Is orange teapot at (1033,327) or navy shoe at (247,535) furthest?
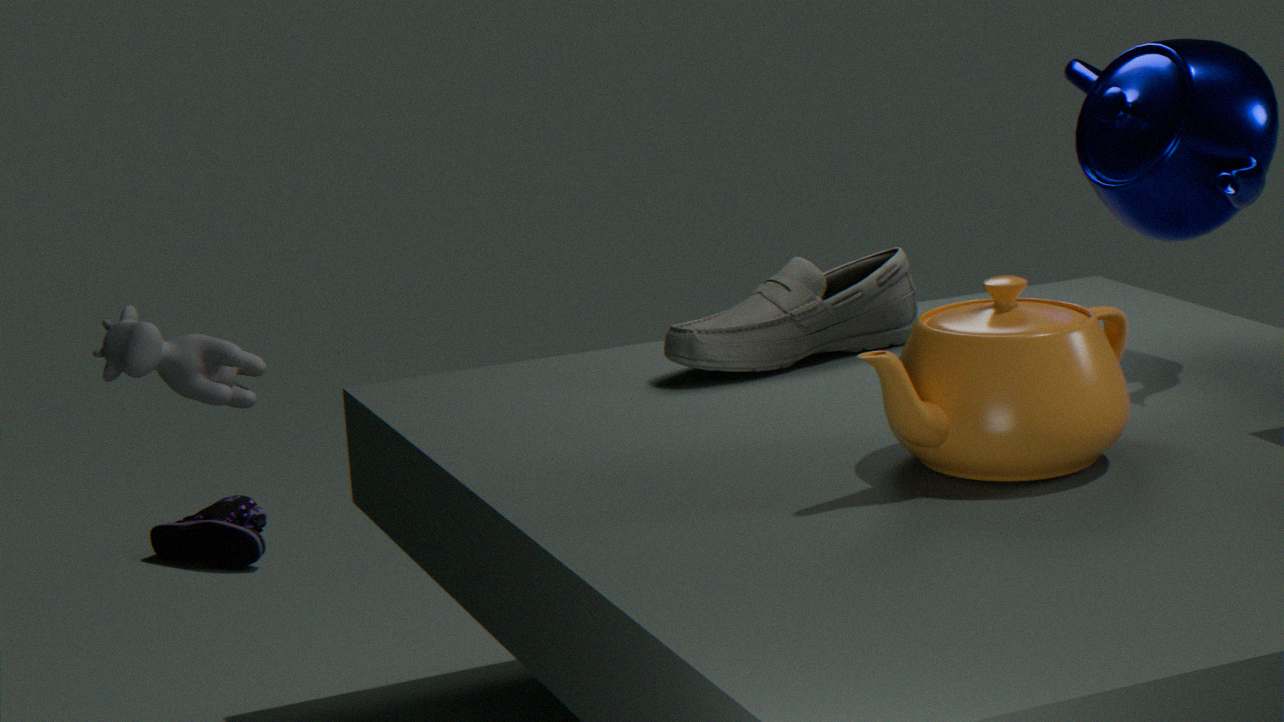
navy shoe at (247,535)
